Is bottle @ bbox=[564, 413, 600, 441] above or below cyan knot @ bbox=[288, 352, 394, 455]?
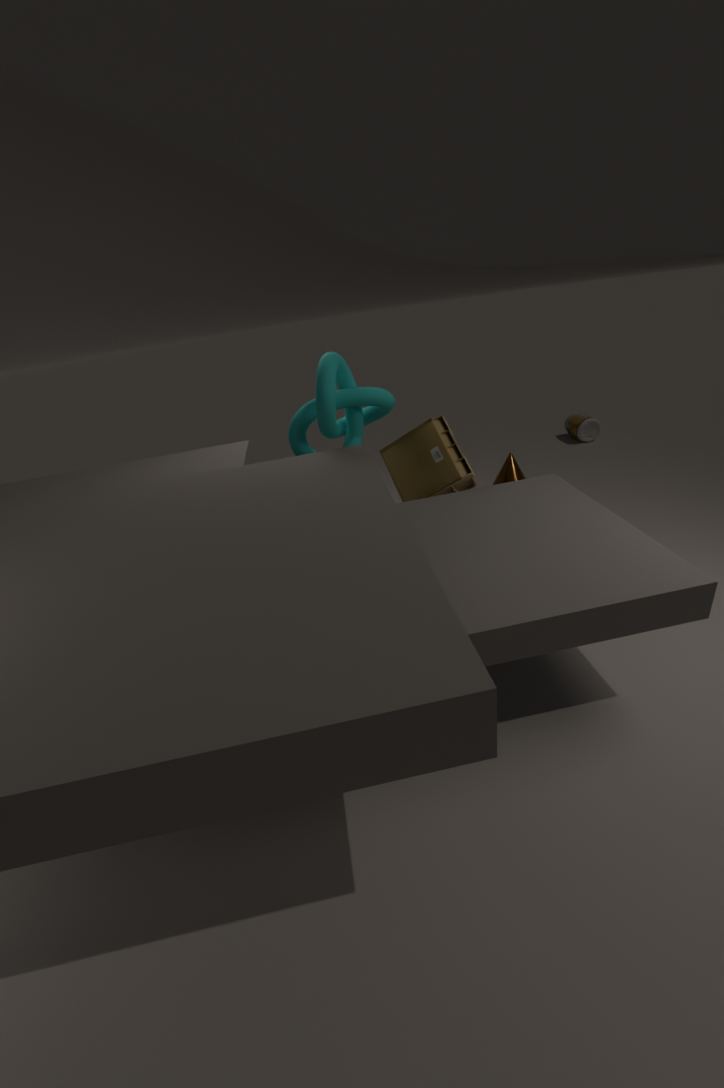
below
